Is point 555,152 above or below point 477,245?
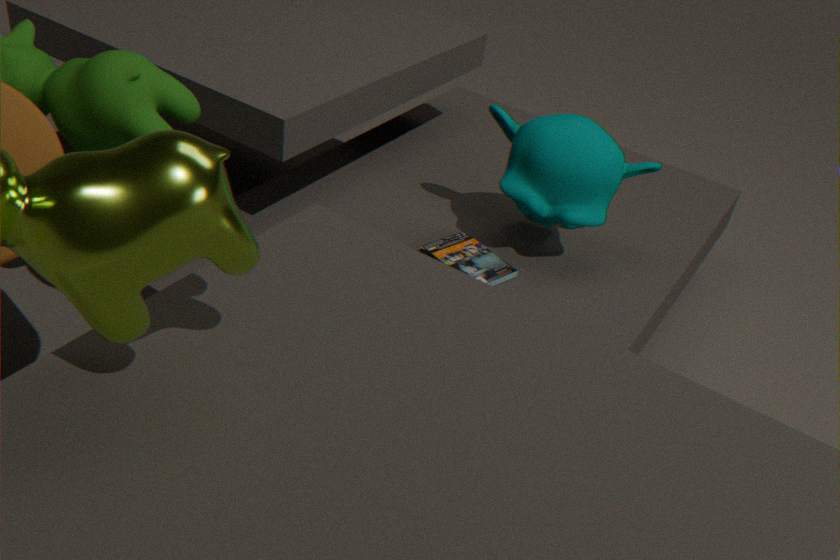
above
